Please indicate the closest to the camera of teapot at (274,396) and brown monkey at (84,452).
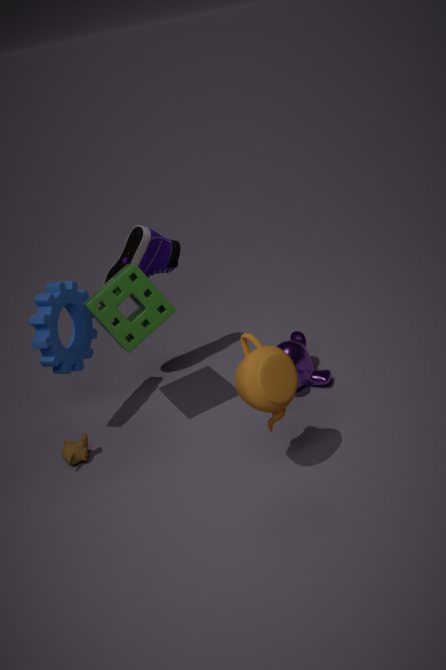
teapot at (274,396)
